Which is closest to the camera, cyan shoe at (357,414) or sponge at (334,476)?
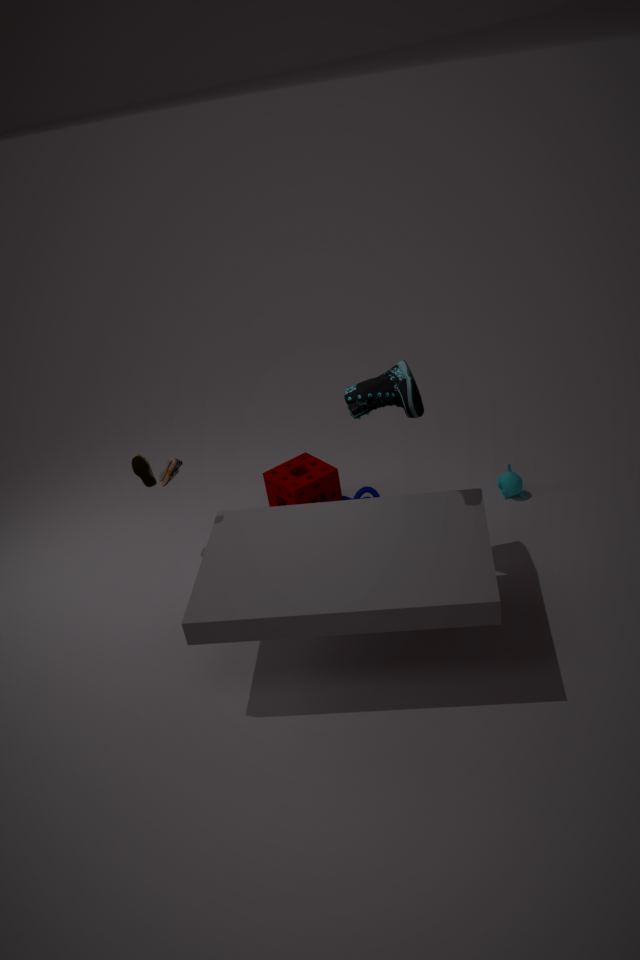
cyan shoe at (357,414)
